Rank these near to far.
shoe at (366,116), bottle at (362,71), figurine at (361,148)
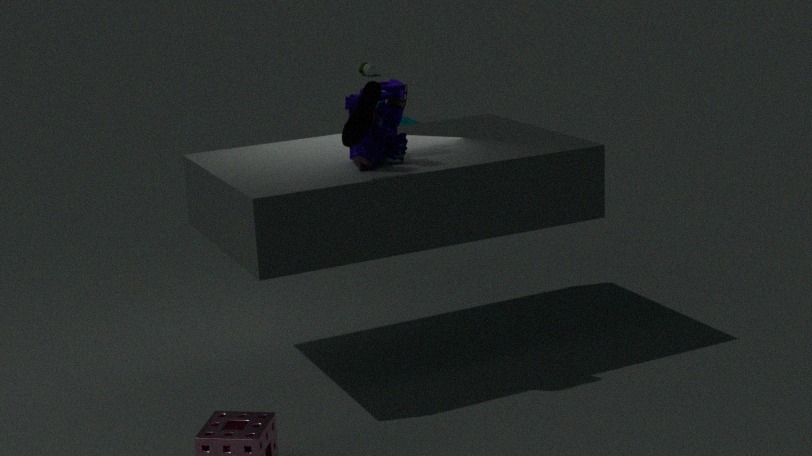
1. shoe at (366,116)
2. figurine at (361,148)
3. bottle at (362,71)
